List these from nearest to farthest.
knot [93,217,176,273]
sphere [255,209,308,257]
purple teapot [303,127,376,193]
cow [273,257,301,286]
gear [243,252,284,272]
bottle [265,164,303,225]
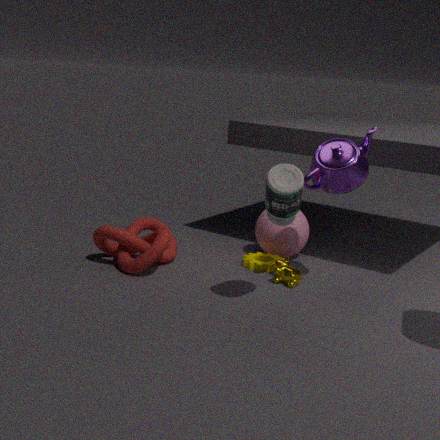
bottle [265,164,303,225], purple teapot [303,127,376,193], knot [93,217,176,273], cow [273,257,301,286], gear [243,252,284,272], sphere [255,209,308,257]
